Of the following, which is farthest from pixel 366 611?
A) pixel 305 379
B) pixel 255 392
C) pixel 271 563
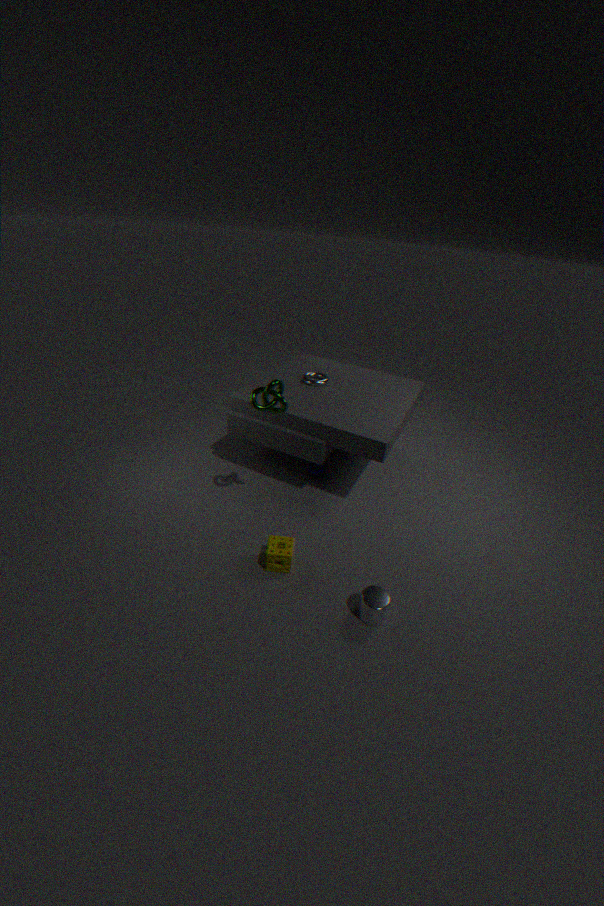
pixel 305 379
